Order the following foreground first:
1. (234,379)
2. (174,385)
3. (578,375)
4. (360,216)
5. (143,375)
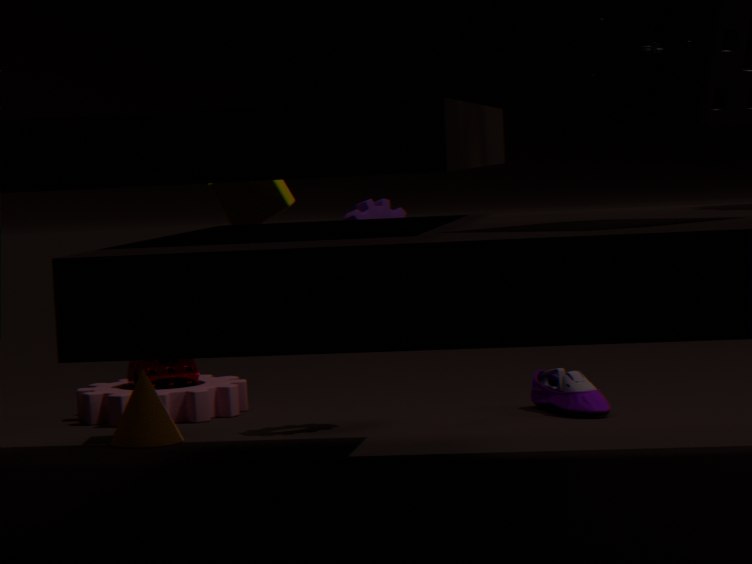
(143,375) < (360,216) < (578,375) < (174,385) < (234,379)
